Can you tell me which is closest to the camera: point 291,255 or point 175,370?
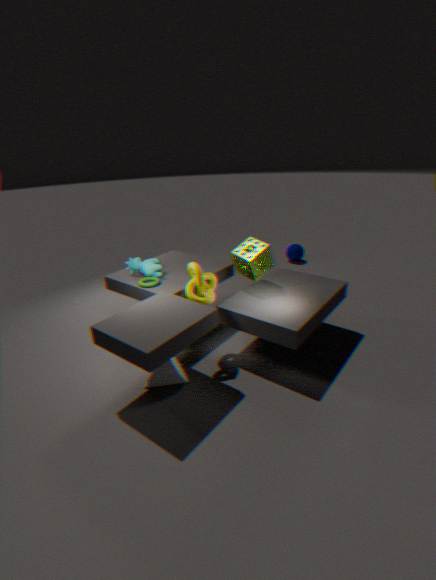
point 175,370
